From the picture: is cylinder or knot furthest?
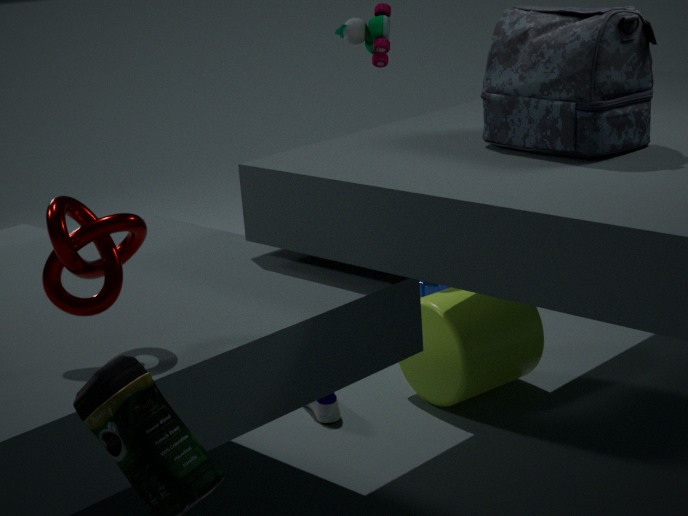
cylinder
